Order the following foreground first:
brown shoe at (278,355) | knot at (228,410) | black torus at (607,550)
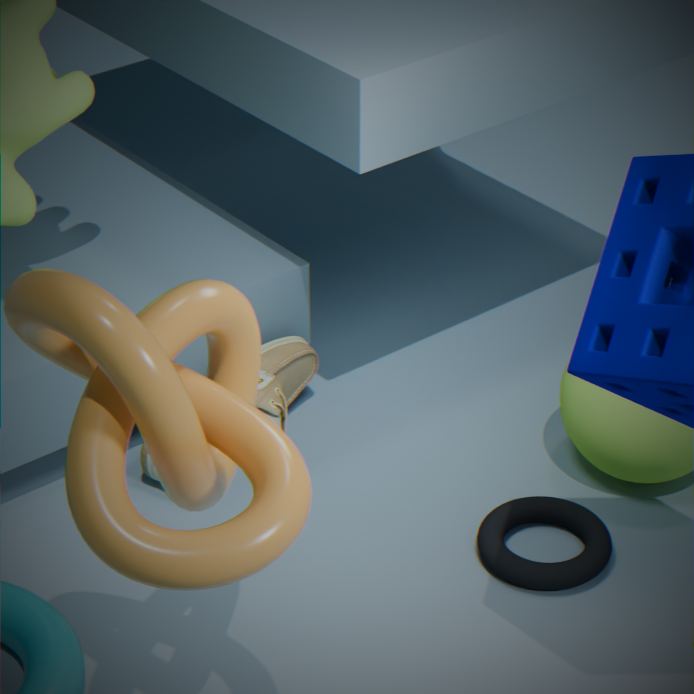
1. knot at (228,410)
2. black torus at (607,550)
3. brown shoe at (278,355)
